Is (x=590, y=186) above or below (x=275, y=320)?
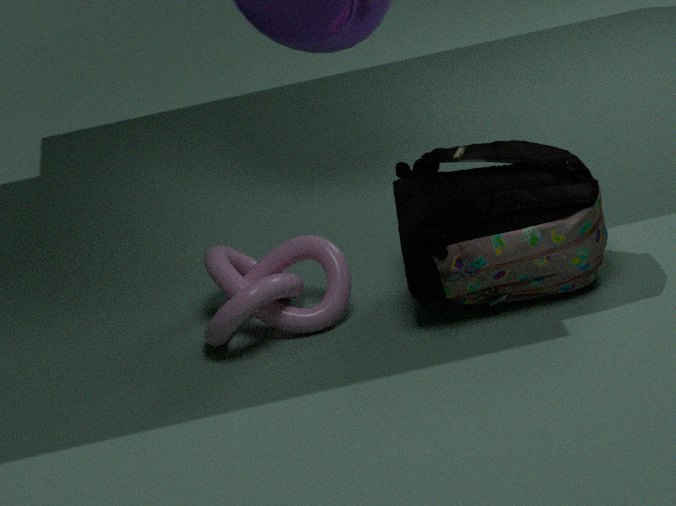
above
